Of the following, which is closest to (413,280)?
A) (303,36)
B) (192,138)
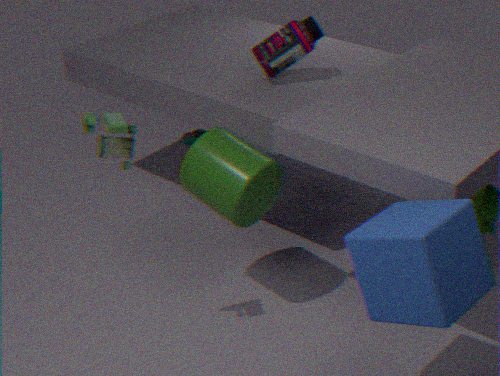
(303,36)
